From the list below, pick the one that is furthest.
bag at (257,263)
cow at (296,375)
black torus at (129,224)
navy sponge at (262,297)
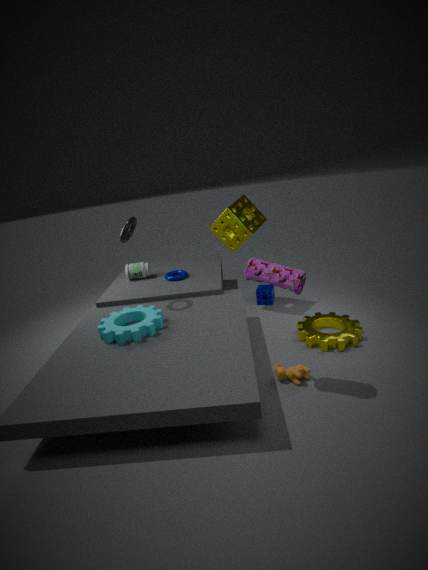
navy sponge at (262,297)
